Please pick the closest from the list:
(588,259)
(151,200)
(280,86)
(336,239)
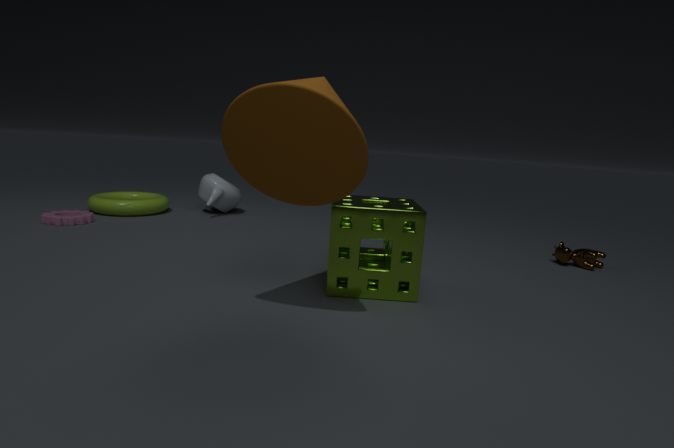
(280,86)
